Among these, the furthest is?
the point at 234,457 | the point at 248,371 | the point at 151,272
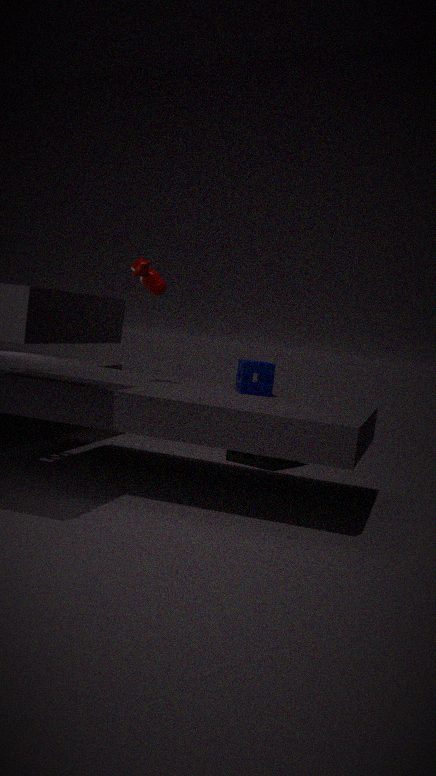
the point at 234,457
